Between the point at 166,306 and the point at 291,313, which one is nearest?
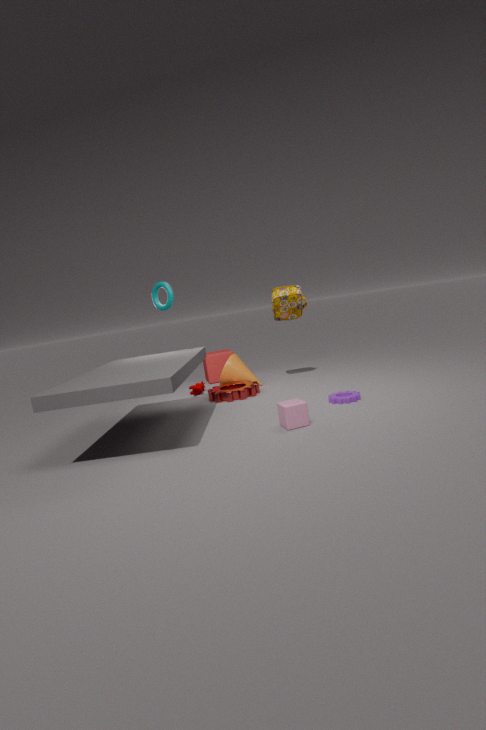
the point at 166,306
